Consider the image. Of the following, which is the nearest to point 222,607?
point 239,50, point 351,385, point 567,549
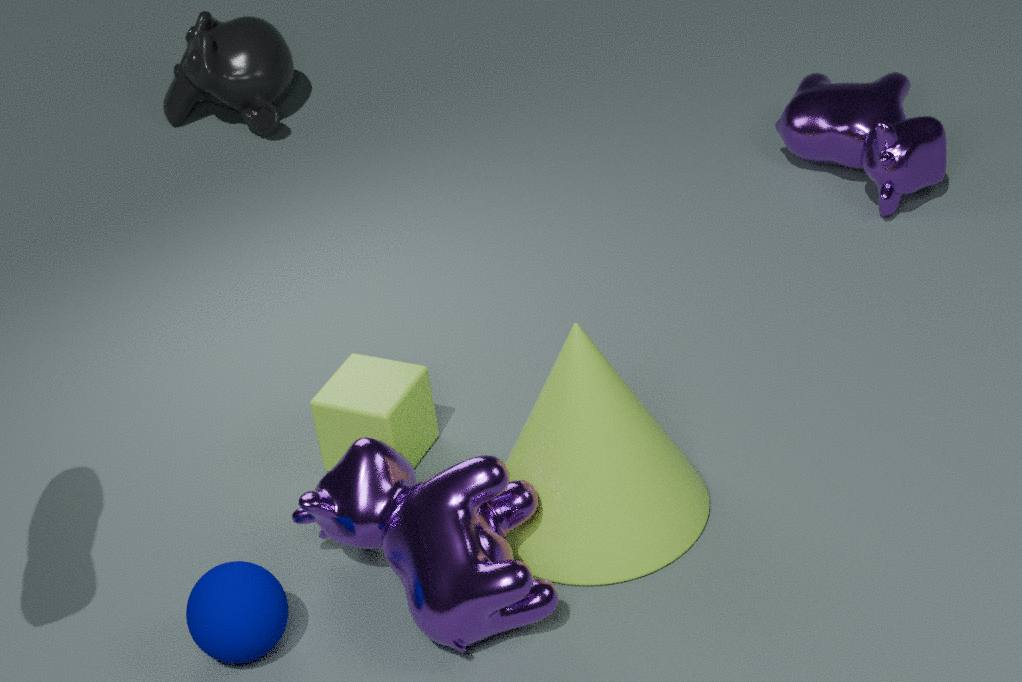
point 351,385
